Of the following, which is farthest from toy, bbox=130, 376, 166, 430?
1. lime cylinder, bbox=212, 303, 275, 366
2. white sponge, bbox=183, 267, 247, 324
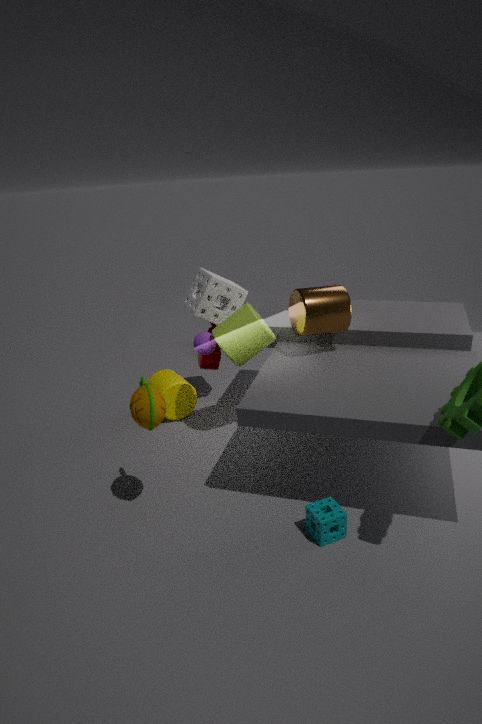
white sponge, bbox=183, 267, 247, 324
